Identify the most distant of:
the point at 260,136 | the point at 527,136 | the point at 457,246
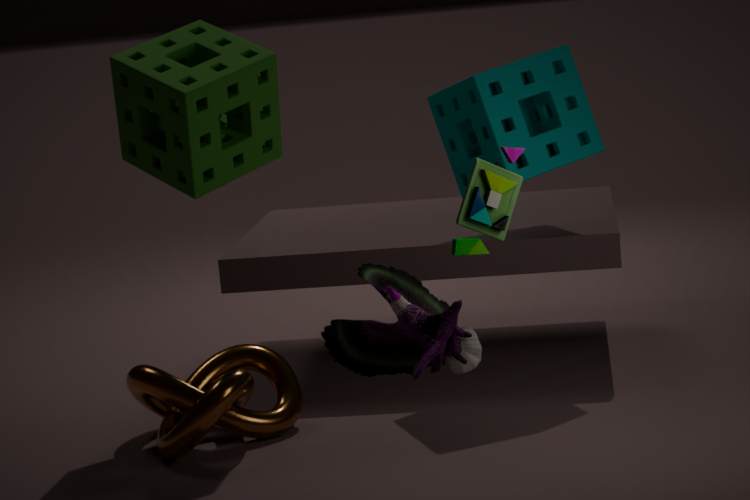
the point at 527,136
